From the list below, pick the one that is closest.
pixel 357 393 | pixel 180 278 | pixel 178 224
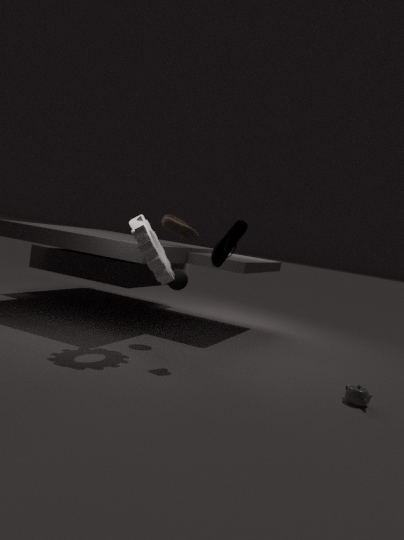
pixel 357 393
